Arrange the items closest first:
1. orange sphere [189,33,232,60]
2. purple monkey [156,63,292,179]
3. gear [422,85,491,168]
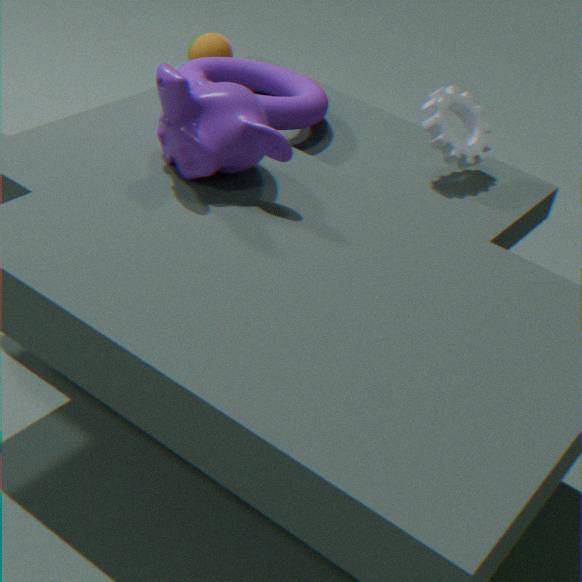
1. purple monkey [156,63,292,179]
2. gear [422,85,491,168]
3. orange sphere [189,33,232,60]
